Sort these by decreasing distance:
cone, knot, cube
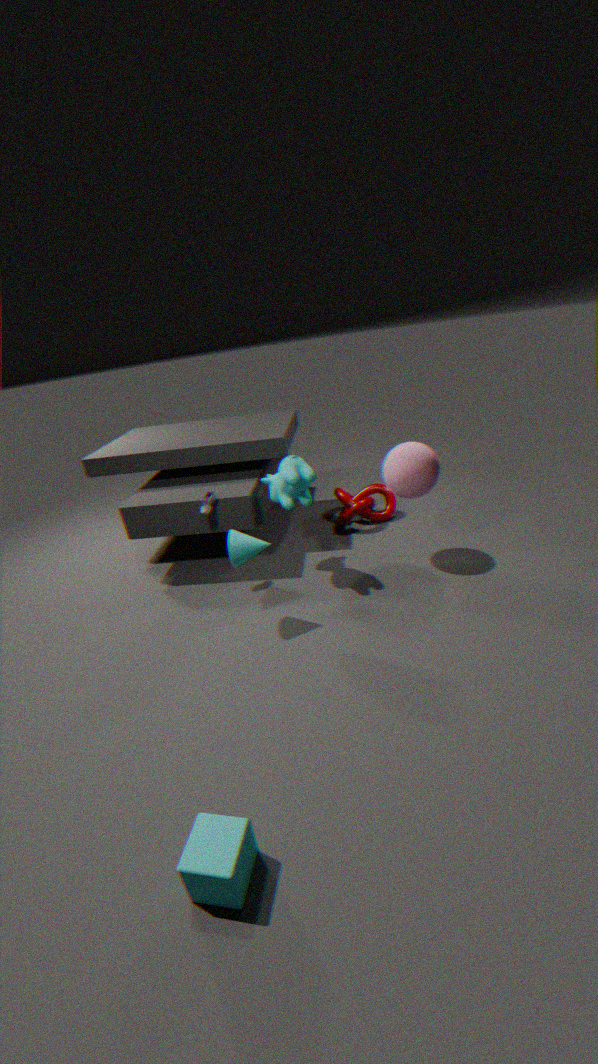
knot < cone < cube
